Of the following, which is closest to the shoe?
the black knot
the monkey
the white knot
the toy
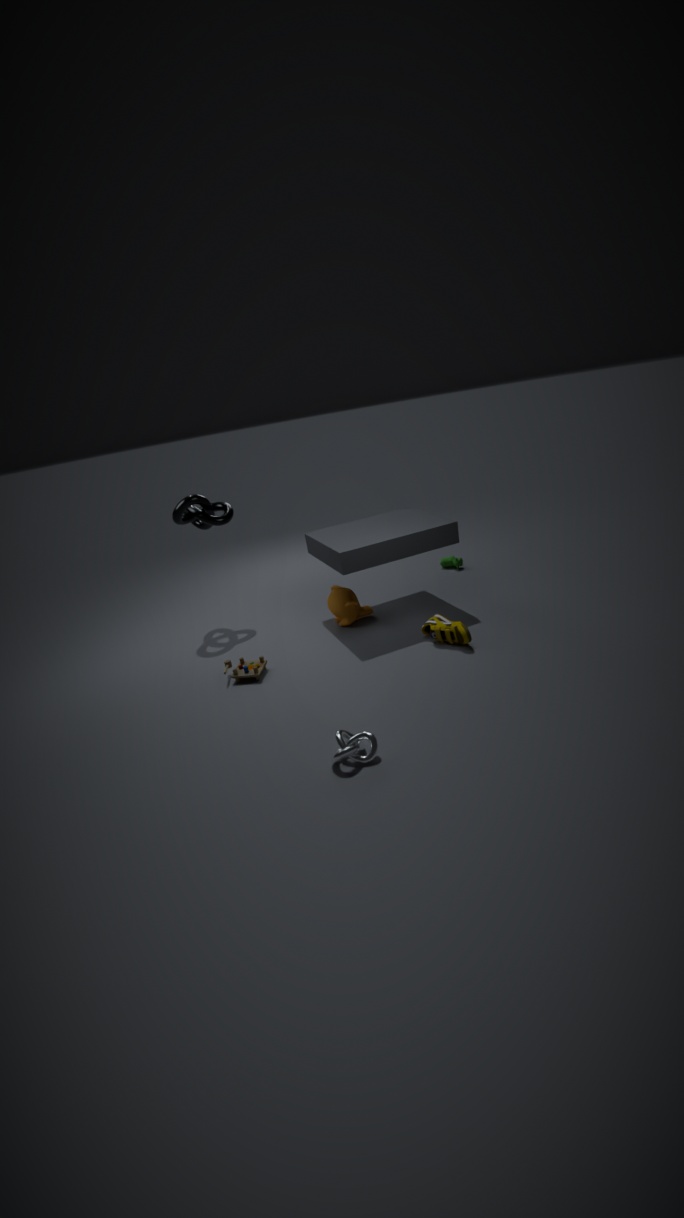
the monkey
